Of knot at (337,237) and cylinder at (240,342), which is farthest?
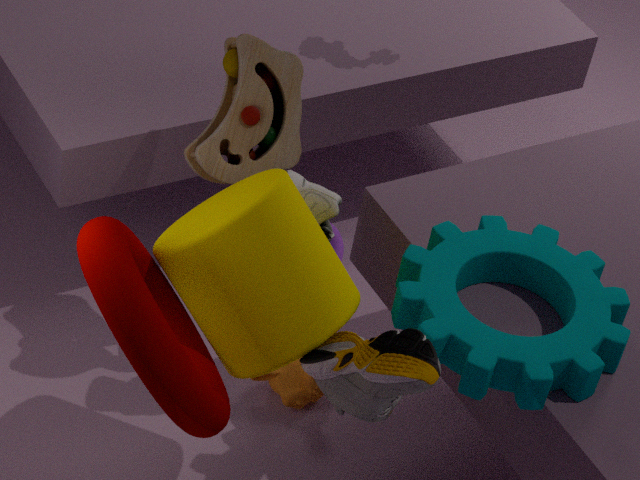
knot at (337,237)
